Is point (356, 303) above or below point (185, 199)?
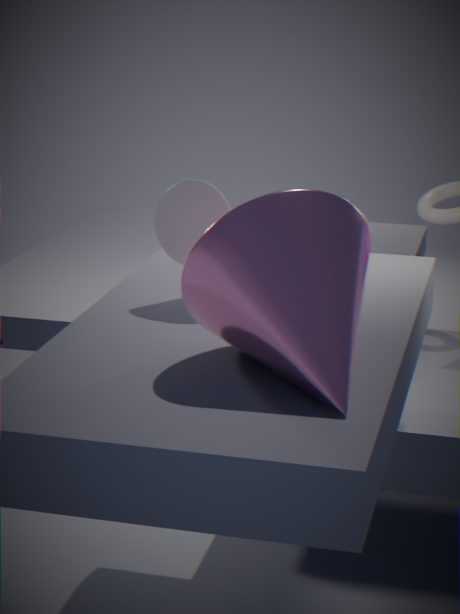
below
